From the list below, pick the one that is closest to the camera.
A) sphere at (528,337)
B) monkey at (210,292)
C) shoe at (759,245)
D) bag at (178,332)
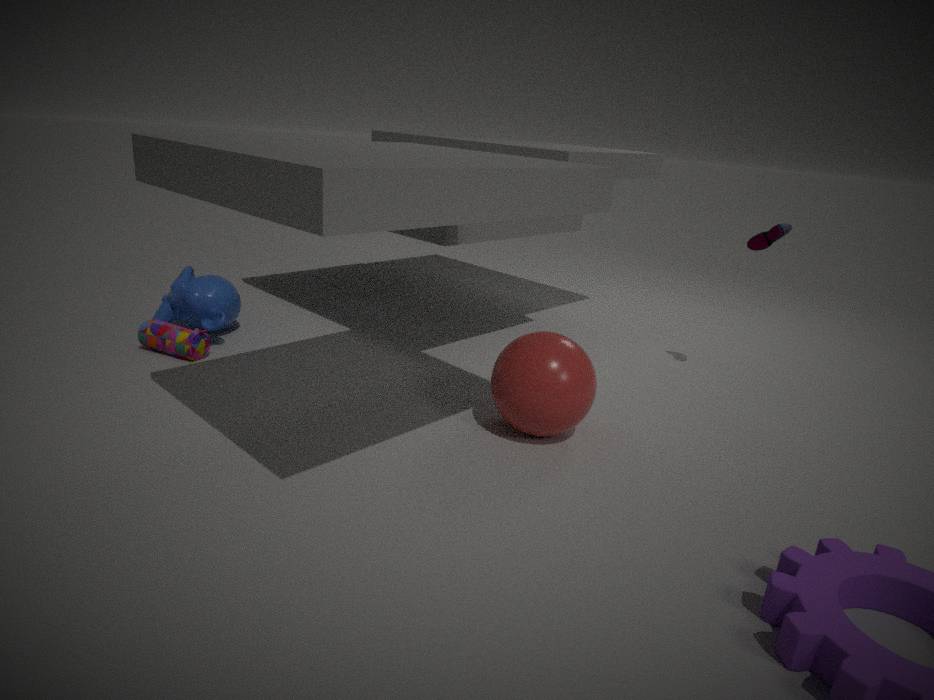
sphere at (528,337)
